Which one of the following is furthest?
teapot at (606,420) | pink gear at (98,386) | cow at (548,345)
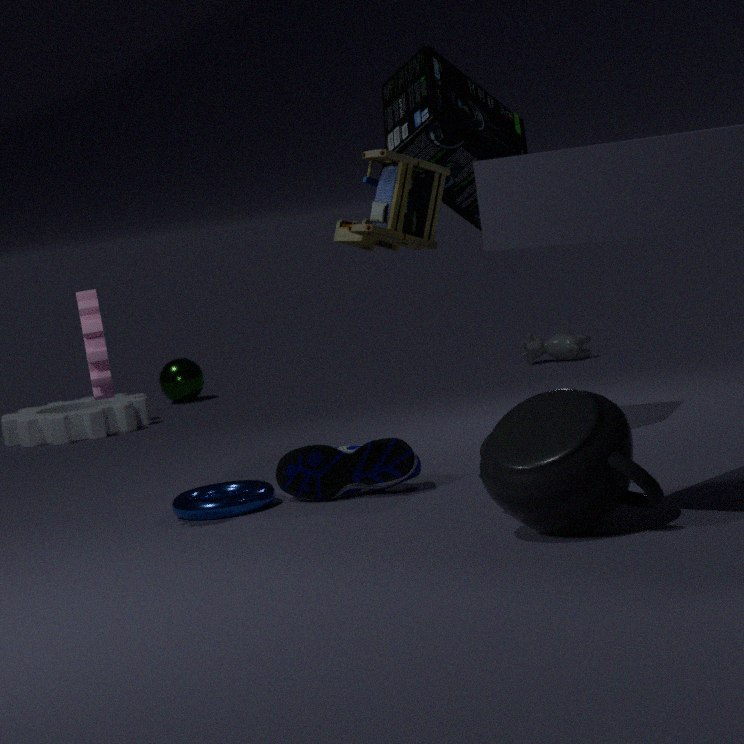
cow at (548,345)
